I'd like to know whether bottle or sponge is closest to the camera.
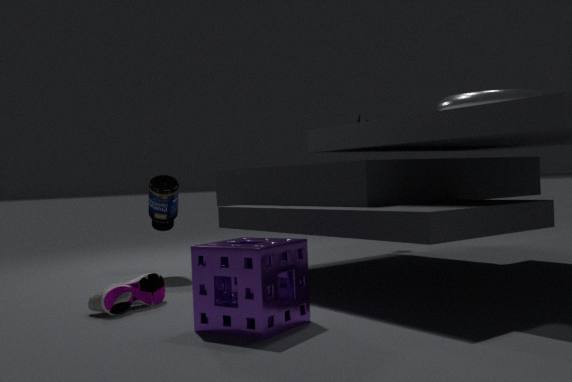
sponge
